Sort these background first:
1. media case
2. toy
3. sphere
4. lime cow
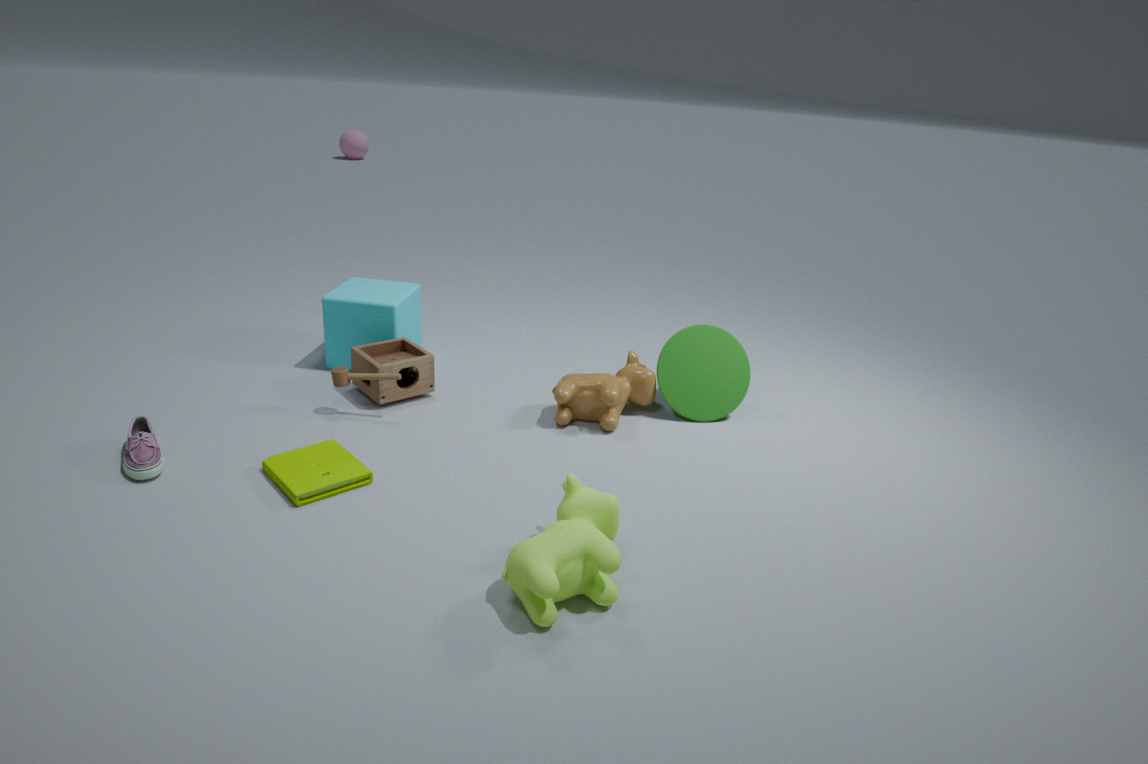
1. sphere
2. toy
3. media case
4. lime cow
